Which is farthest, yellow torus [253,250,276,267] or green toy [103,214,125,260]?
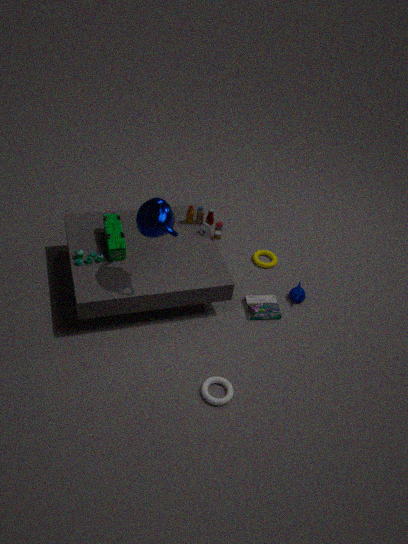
yellow torus [253,250,276,267]
